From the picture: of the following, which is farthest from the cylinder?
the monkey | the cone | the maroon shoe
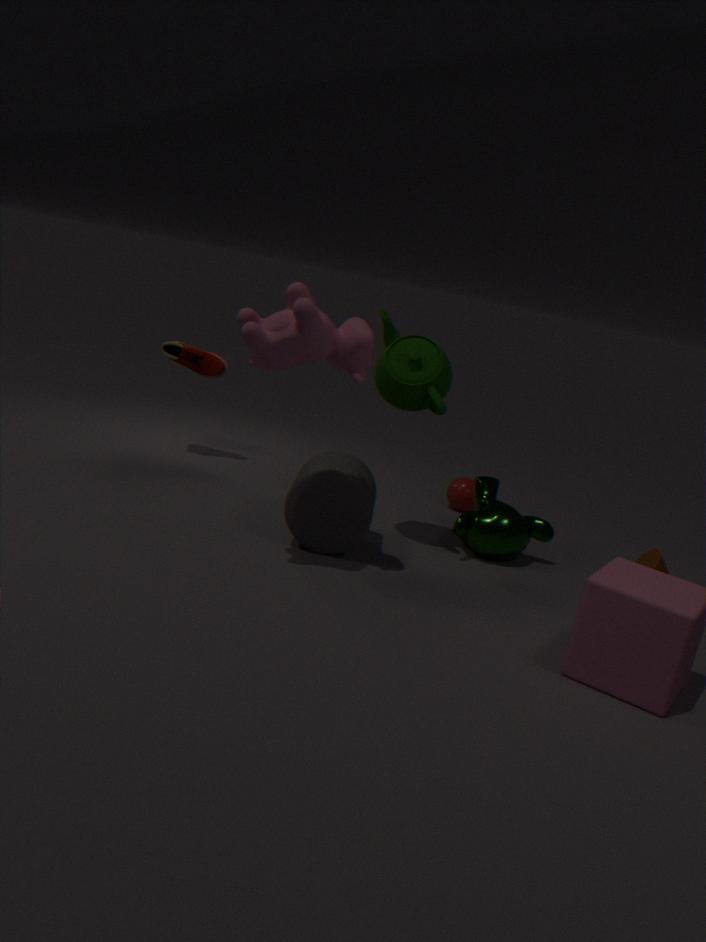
the cone
